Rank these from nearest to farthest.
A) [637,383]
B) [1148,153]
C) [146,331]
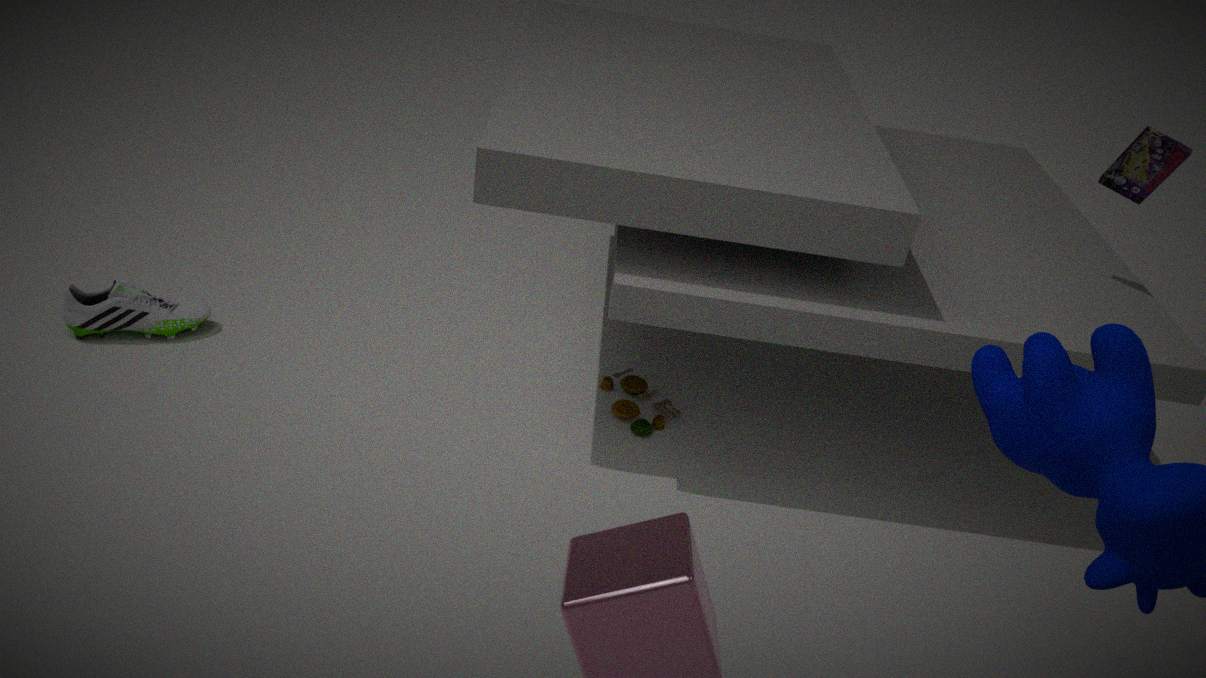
[1148,153]
[146,331]
[637,383]
